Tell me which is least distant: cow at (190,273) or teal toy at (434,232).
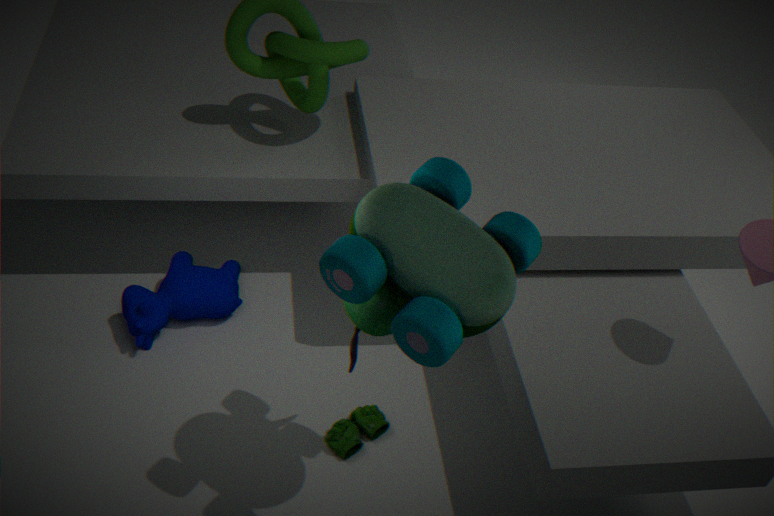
teal toy at (434,232)
